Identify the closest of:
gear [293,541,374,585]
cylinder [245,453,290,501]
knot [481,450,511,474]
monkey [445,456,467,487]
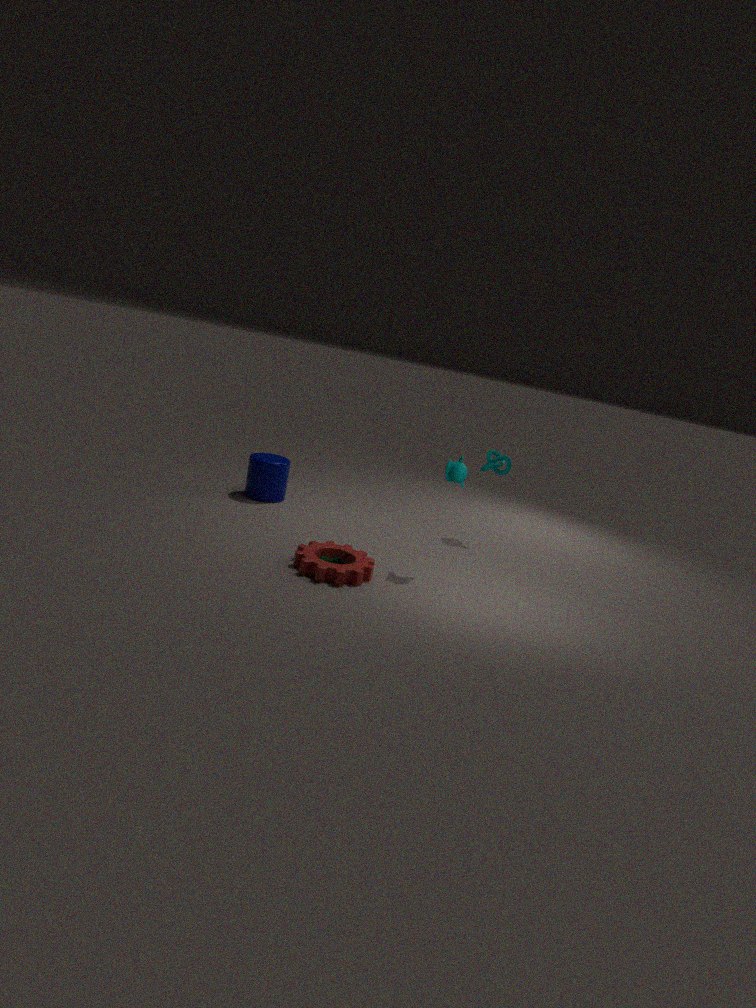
gear [293,541,374,585]
